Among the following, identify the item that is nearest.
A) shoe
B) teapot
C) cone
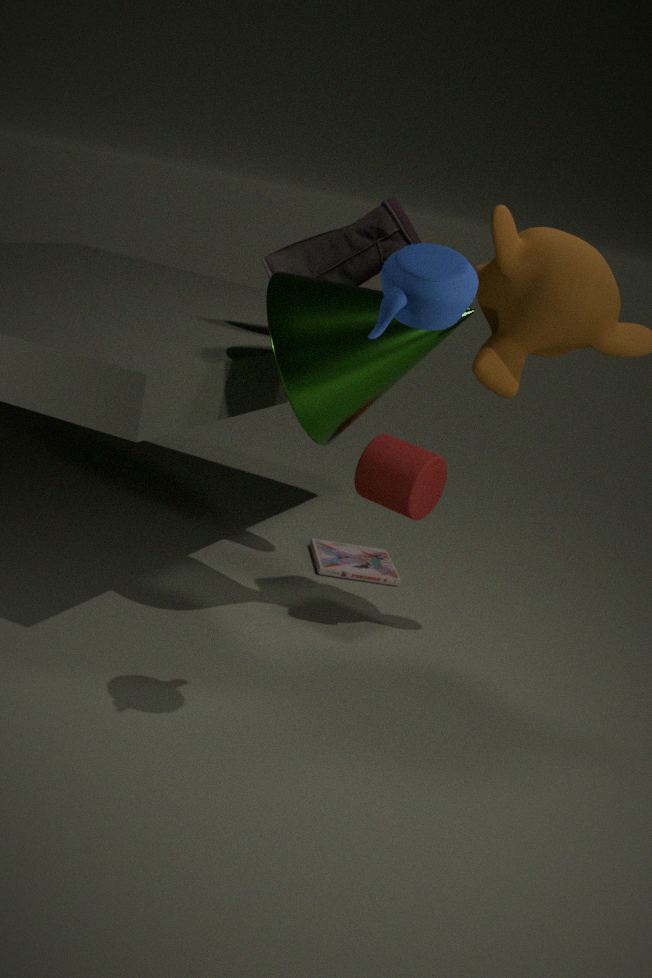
teapot
